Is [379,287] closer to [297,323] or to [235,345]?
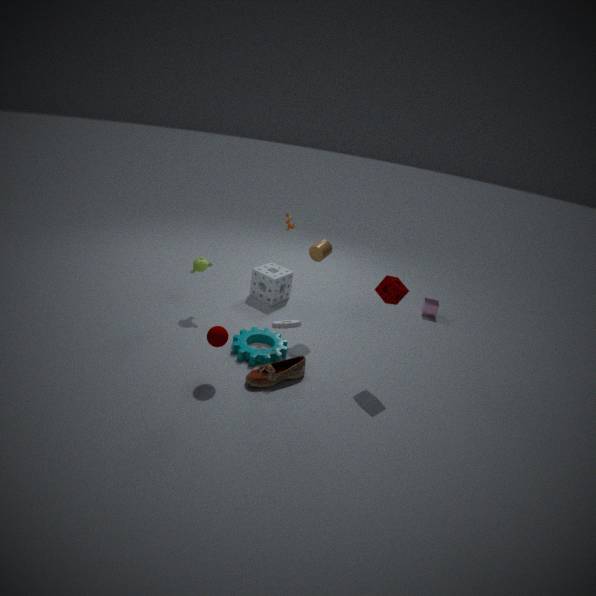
[297,323]
